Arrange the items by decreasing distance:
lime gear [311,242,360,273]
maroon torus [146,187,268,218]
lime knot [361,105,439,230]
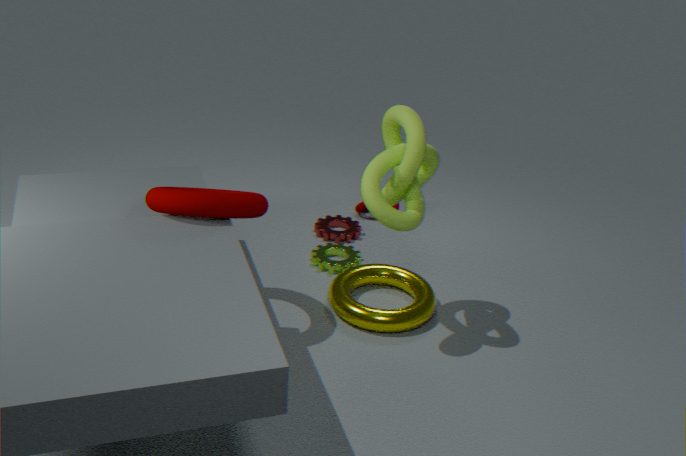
lime gear [311,242,360,273] < lime knot [361,105,439,230] < maroon torus [146,187,268,218]
